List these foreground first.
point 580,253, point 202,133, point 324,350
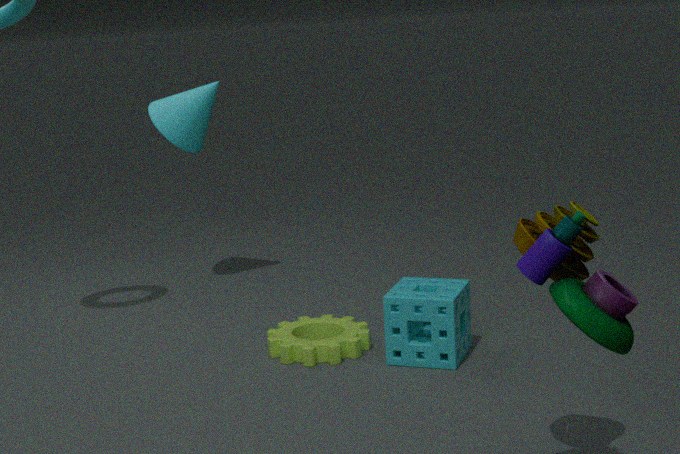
1. point 580,253
2. point 324,350
3. point 202,133
